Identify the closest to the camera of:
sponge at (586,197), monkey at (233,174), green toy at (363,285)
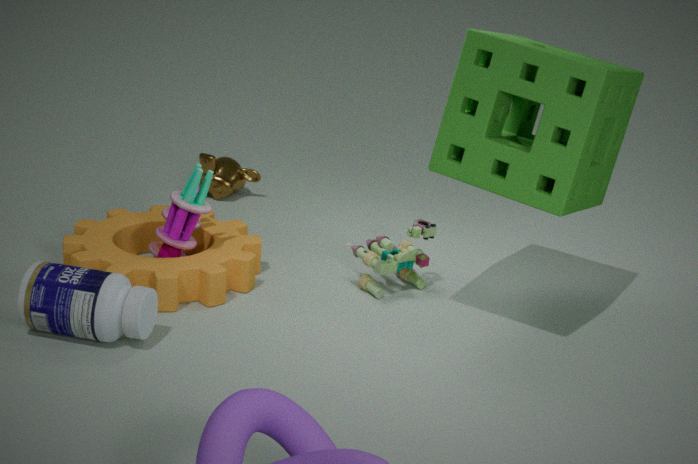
sponge at (586,197)
